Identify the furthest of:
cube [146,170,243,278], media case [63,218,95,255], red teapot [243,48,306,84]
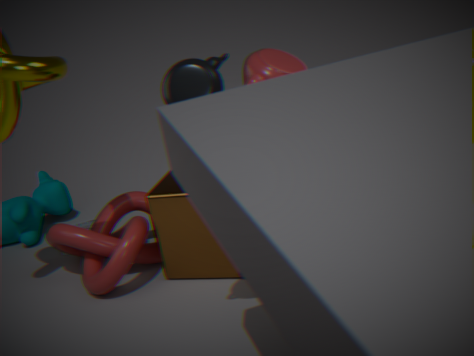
media case [63,218,95,255]
